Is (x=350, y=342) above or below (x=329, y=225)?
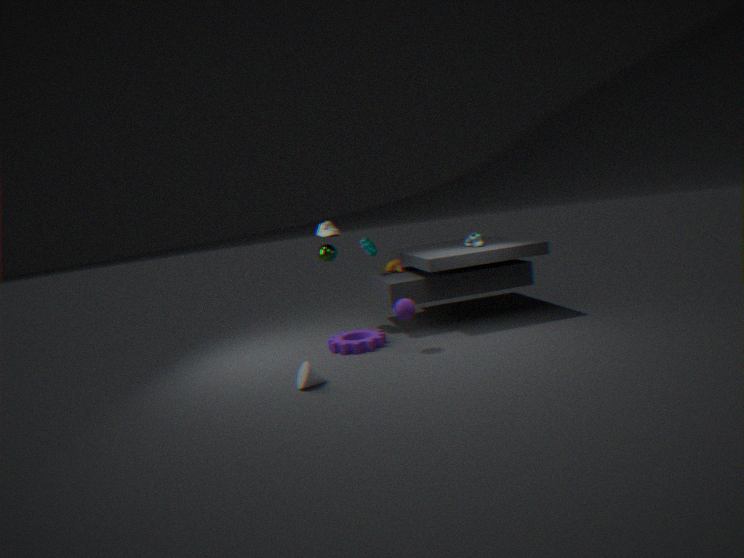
below
